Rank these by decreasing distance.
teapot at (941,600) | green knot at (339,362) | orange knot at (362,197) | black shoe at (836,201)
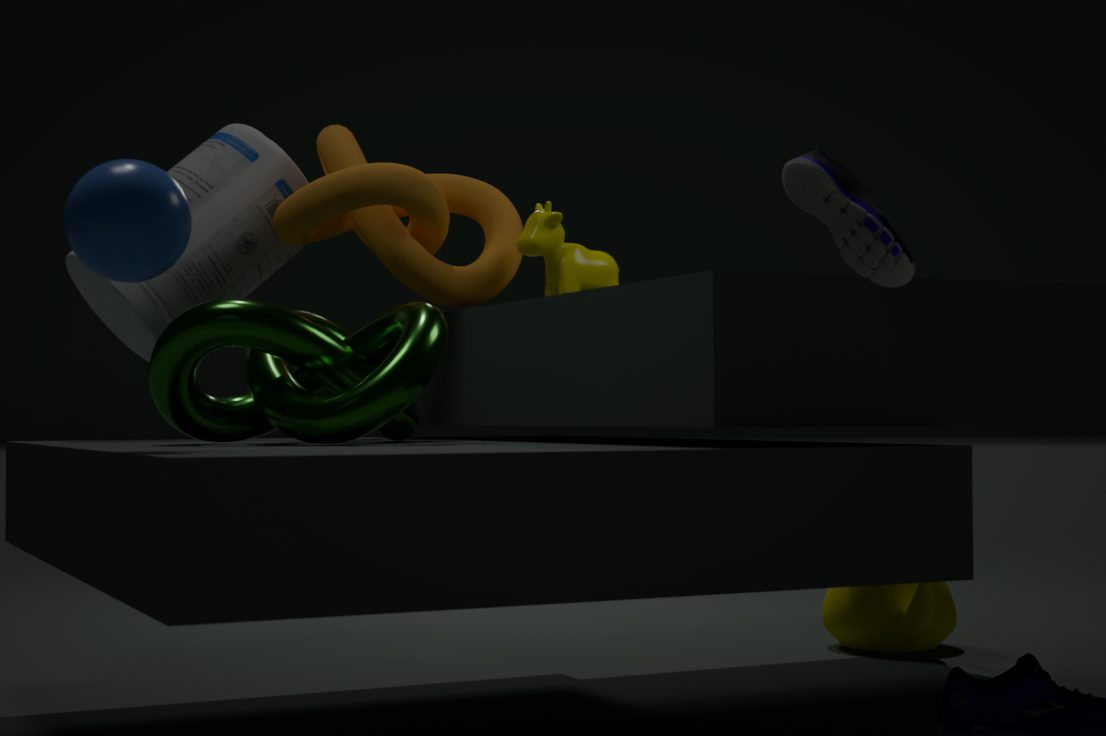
teapot at (941,600) < orange knot at (362,197) < green knot at (339,362) < black shoe at (836,201)
